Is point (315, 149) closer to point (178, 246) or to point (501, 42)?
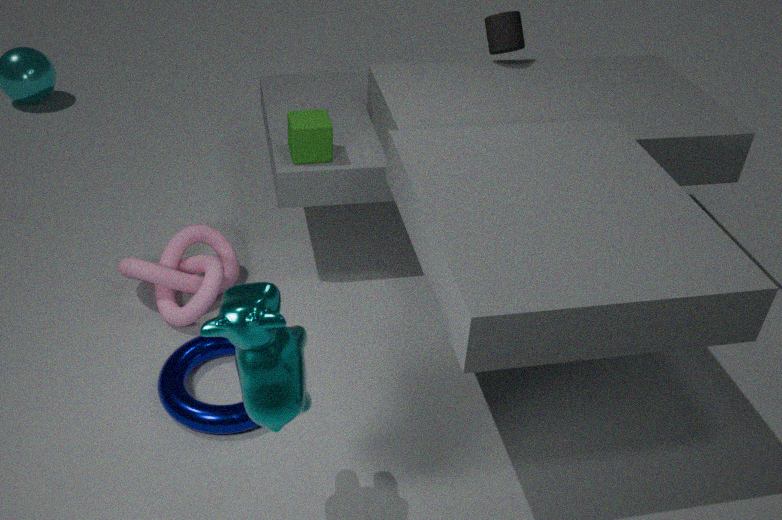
point (178, 246)
